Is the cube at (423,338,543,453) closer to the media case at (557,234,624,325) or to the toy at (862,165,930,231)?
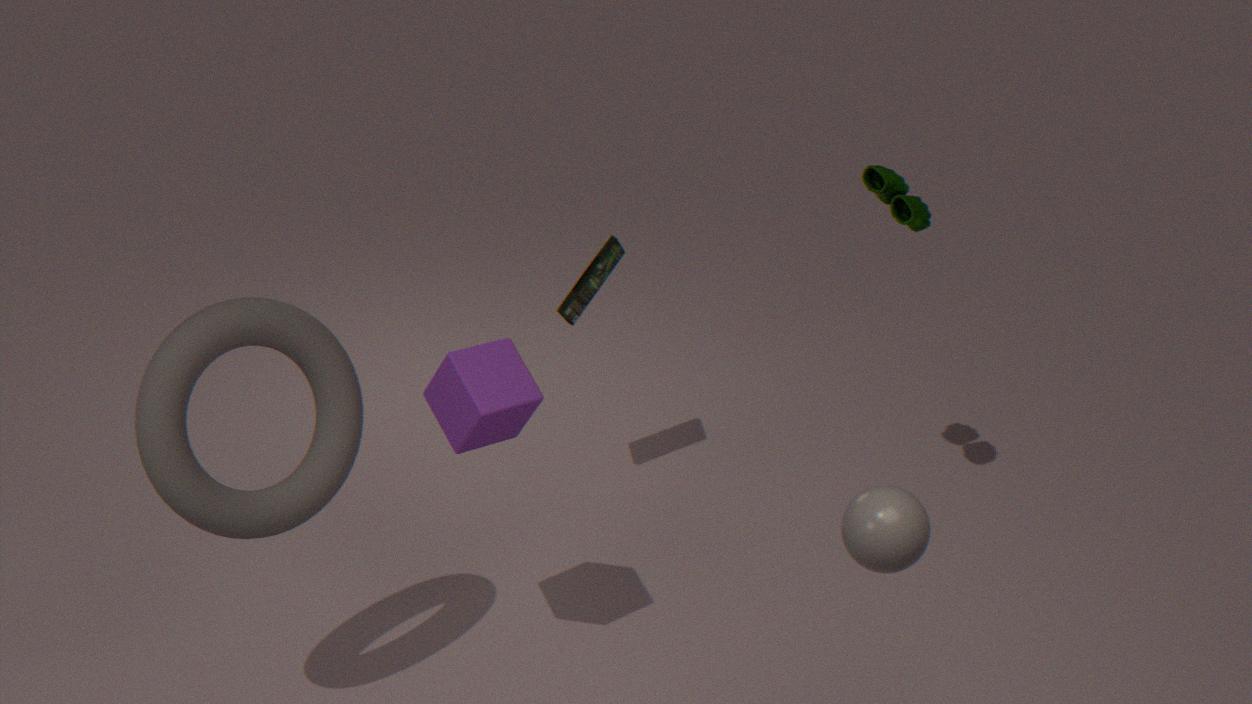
the media case at (557,234,624,325)
